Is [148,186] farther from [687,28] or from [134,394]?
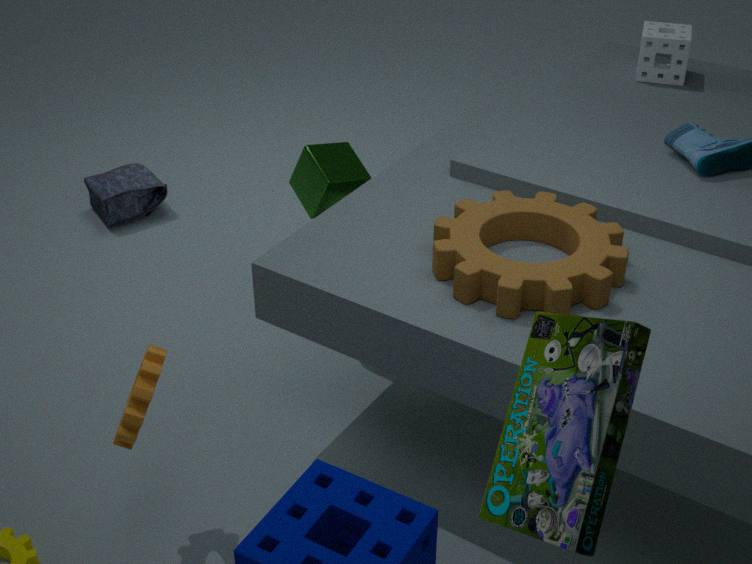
[687,28]
